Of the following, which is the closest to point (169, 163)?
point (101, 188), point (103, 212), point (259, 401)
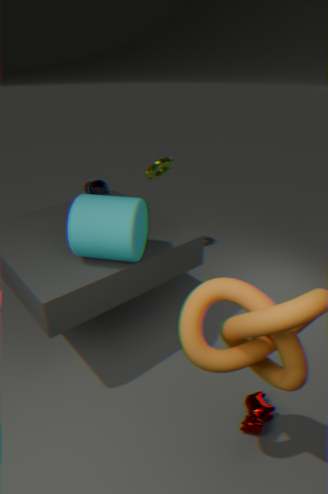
point (101, 188)
